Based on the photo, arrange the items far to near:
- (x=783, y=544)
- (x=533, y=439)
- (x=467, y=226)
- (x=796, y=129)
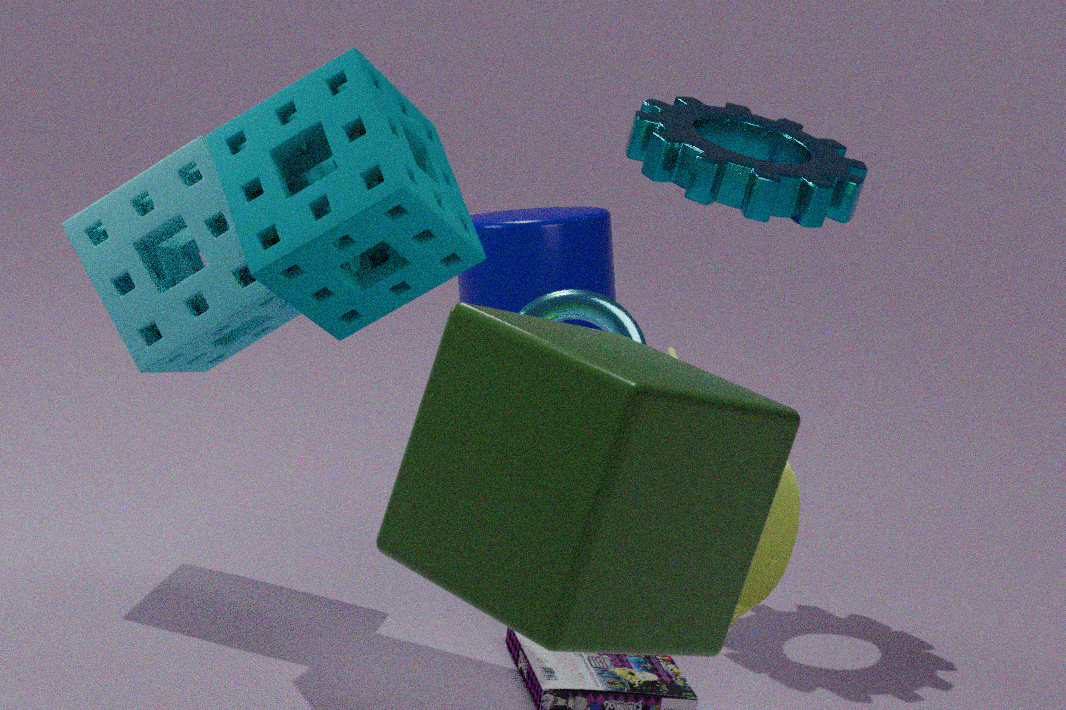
1. (x=796, y=129)
2. (x=467, y=226)
3. (x=783, y=544)
4. (x=533, y=439)
